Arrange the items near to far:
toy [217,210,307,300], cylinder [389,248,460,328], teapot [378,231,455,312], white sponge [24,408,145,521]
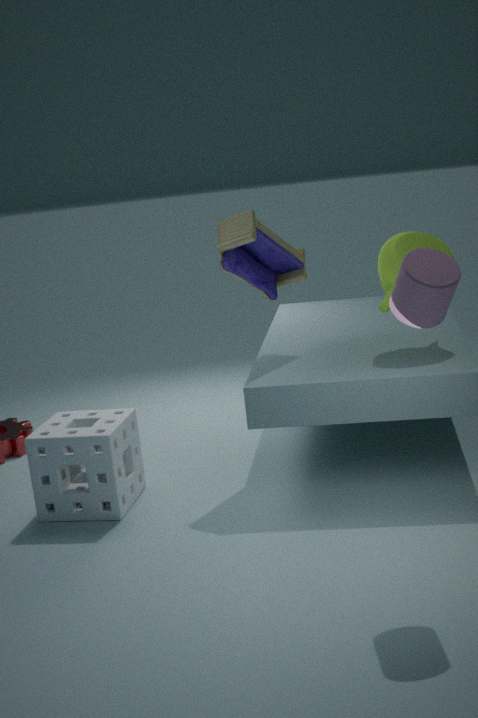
1. cylinder [389,248,460,328]
2. white sponge [24,408,145,521]
3. teapot [378,231,455,312]
4. toy [217,210,307,300]
